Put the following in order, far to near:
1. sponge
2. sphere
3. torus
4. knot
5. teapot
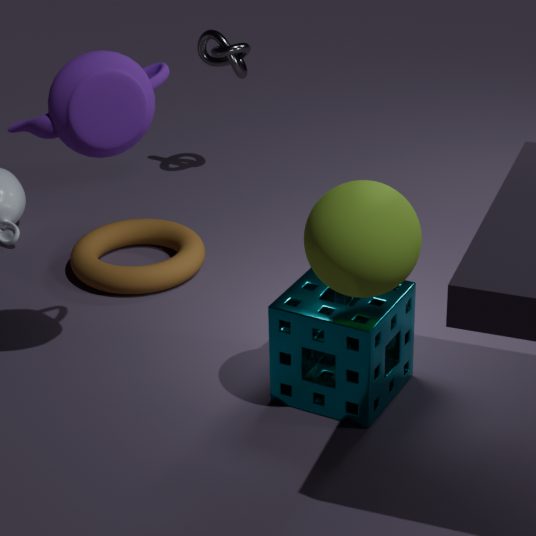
knot, torus, sponge, teapot, sphere
